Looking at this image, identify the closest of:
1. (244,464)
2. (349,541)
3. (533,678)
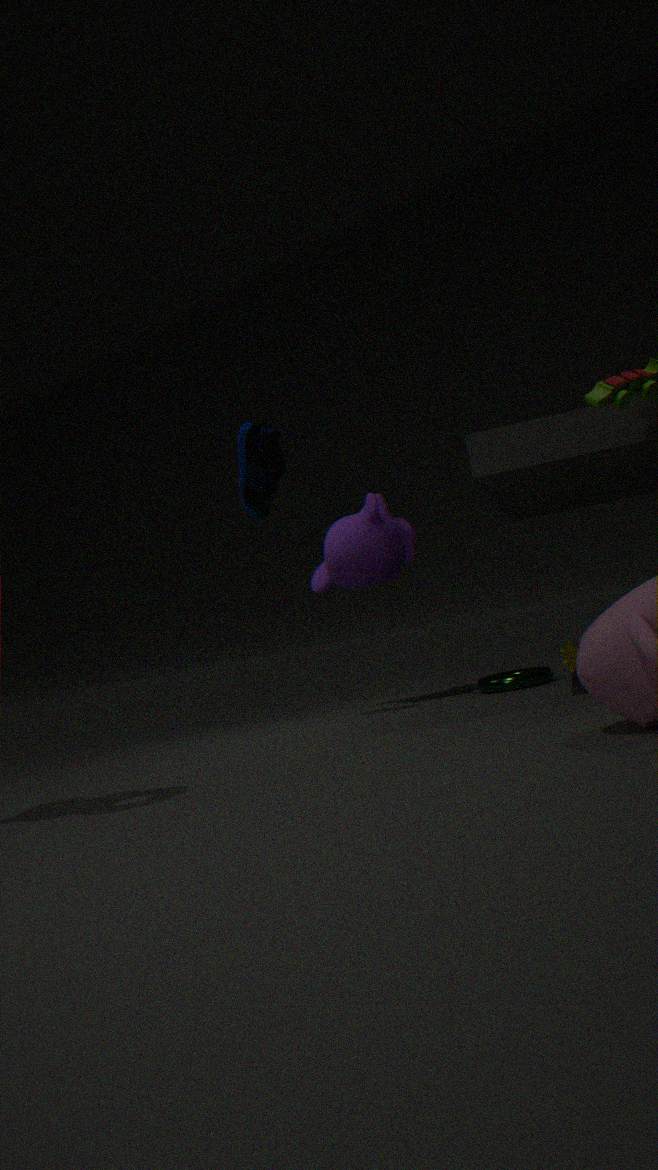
(244,464)
